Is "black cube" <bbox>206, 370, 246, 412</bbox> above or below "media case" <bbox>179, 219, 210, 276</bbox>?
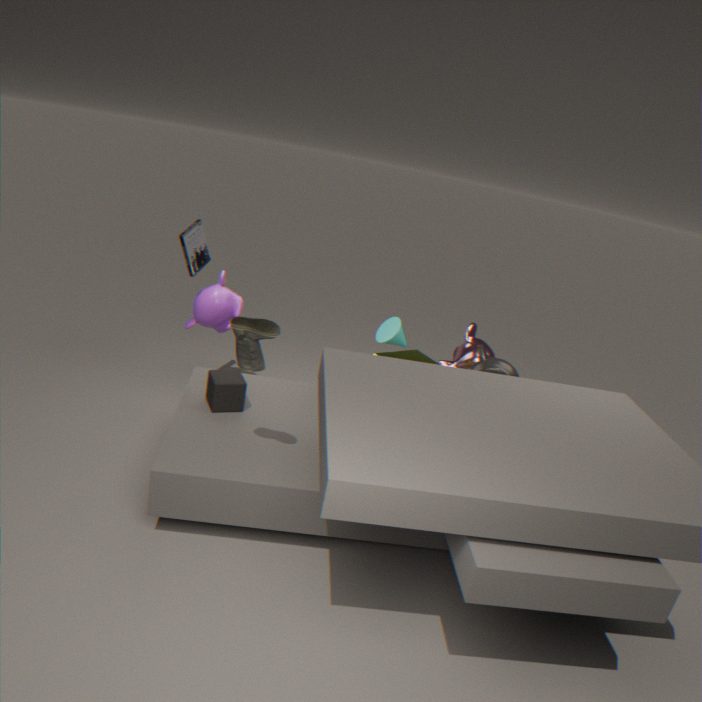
below
